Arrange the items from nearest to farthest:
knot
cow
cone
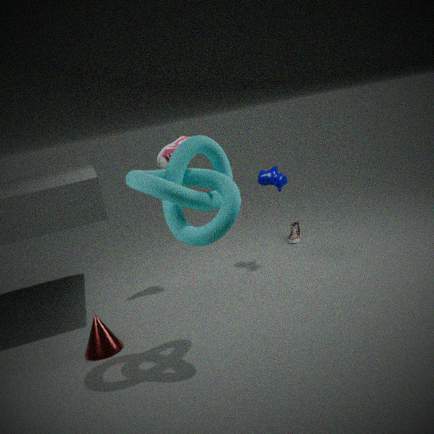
knot, cone, cow
